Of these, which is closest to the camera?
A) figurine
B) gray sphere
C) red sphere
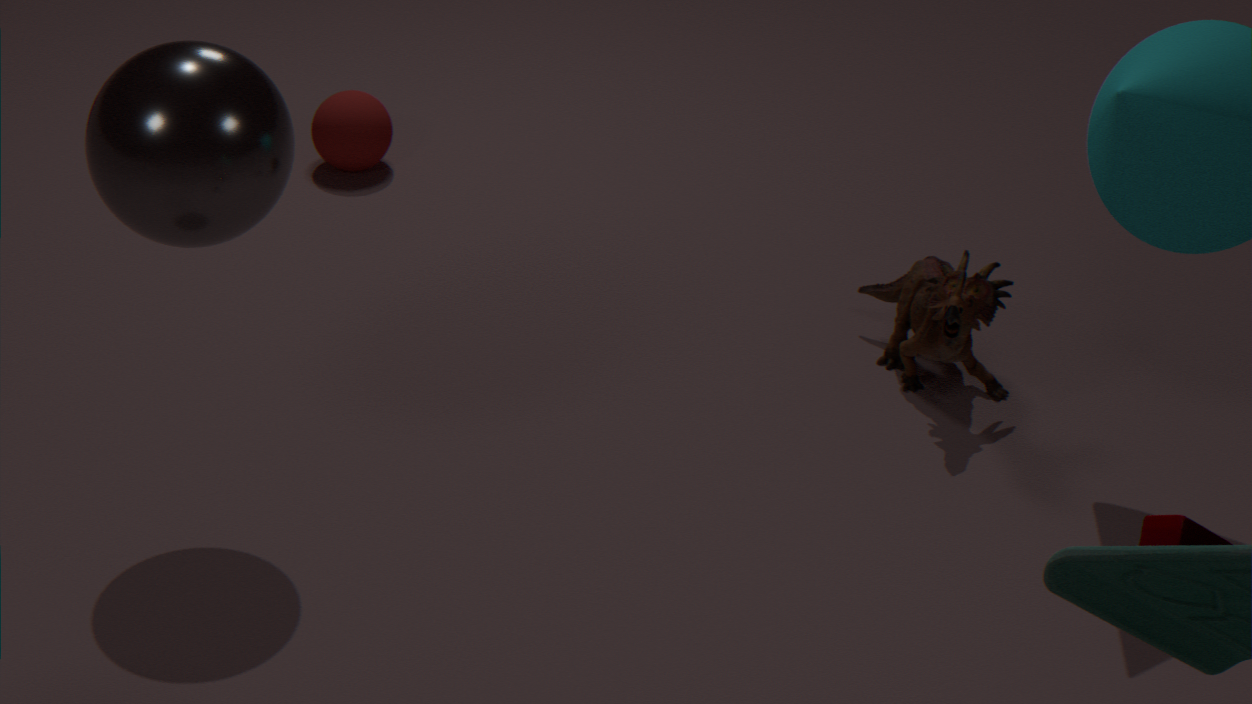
gray sphere
